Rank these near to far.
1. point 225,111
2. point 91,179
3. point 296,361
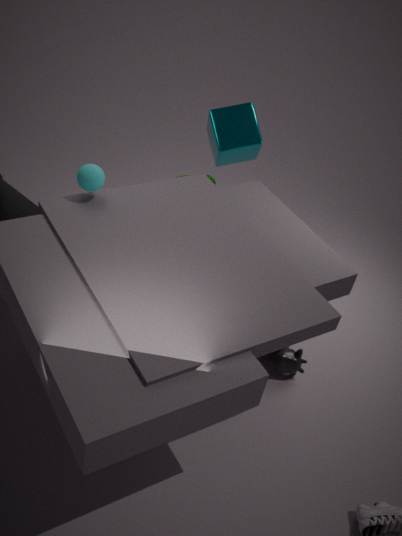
point 91,179
point 296,361
point 225,111
